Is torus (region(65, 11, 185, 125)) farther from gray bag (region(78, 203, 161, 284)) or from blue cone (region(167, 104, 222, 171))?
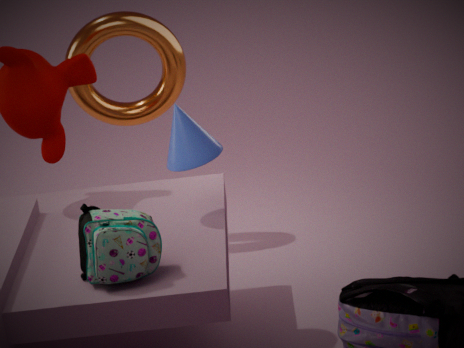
gray bag (region(78, 203, 161, 284))
